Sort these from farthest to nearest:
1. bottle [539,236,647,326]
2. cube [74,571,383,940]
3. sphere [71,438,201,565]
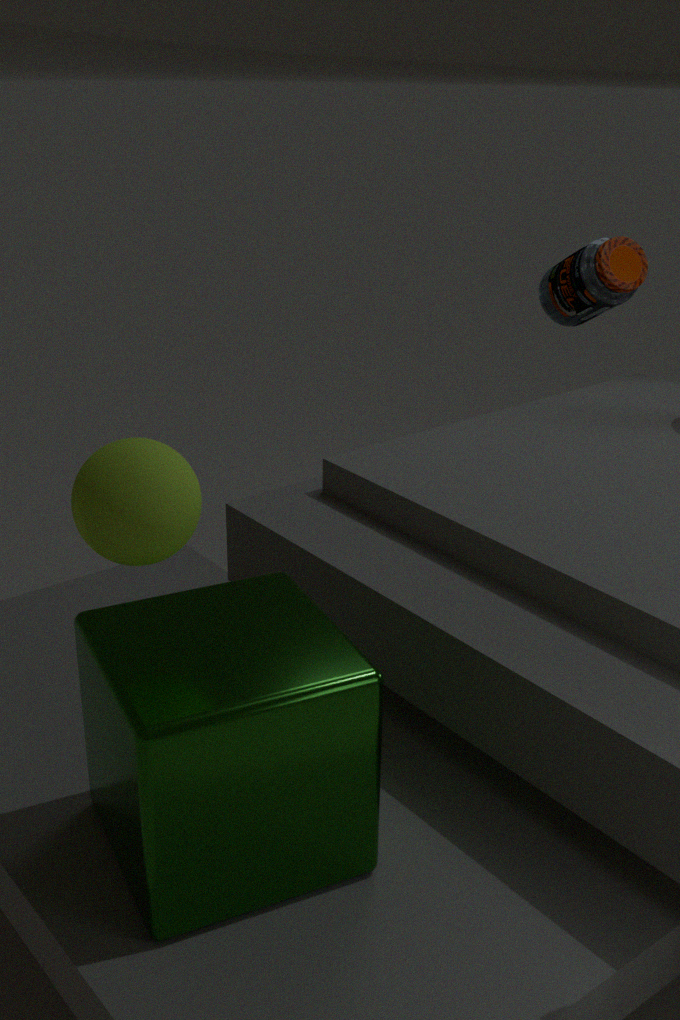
1. bottle [539,236,647,326]
2. sphere [71,438,201,565]
3. cube [74,571,383,940]
